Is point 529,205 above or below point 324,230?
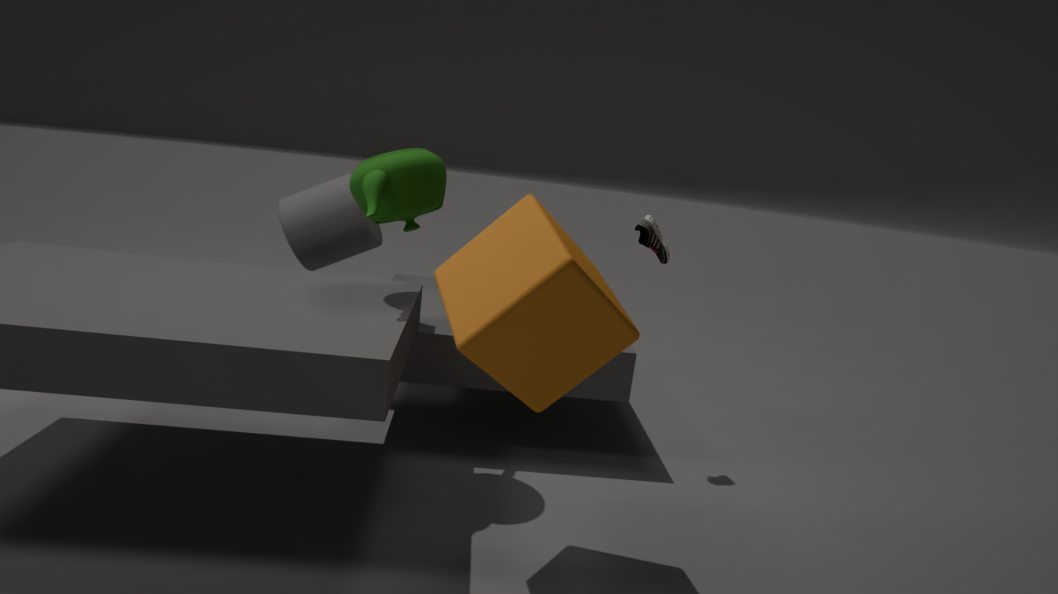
Answer: above
